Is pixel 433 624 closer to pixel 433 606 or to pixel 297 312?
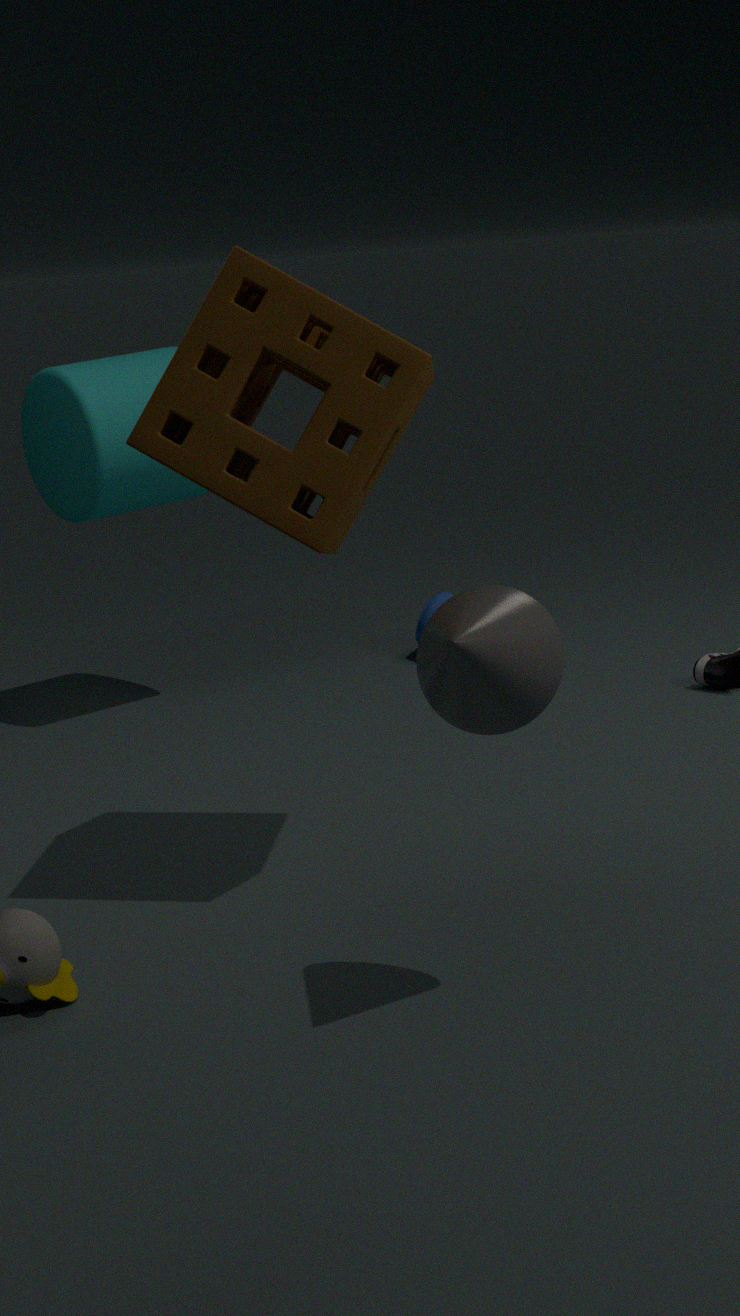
pixel 297 312
